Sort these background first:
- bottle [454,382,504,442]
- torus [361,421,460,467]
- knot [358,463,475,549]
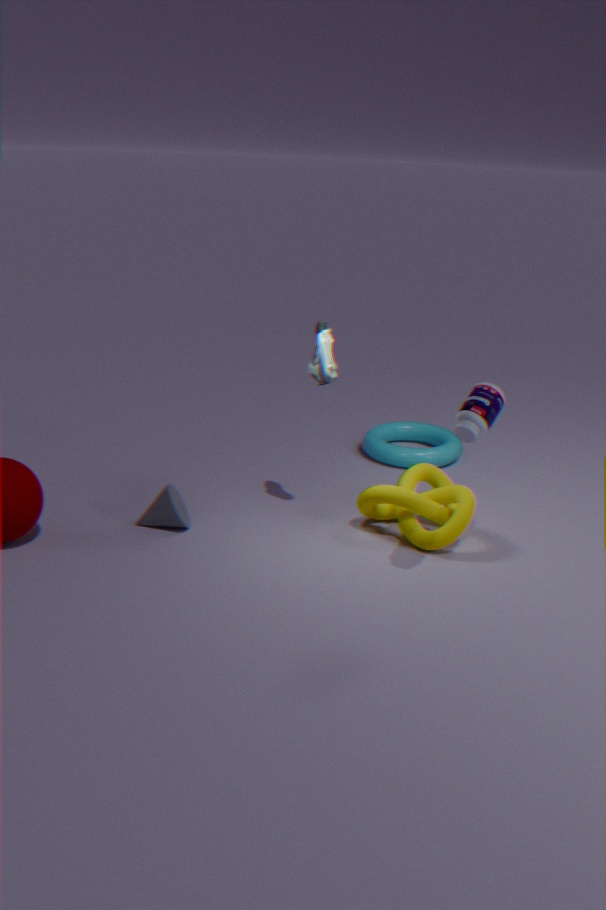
torus [361,421,460,467], knot [358,463,475,549], bottle [454,382,504,442]
